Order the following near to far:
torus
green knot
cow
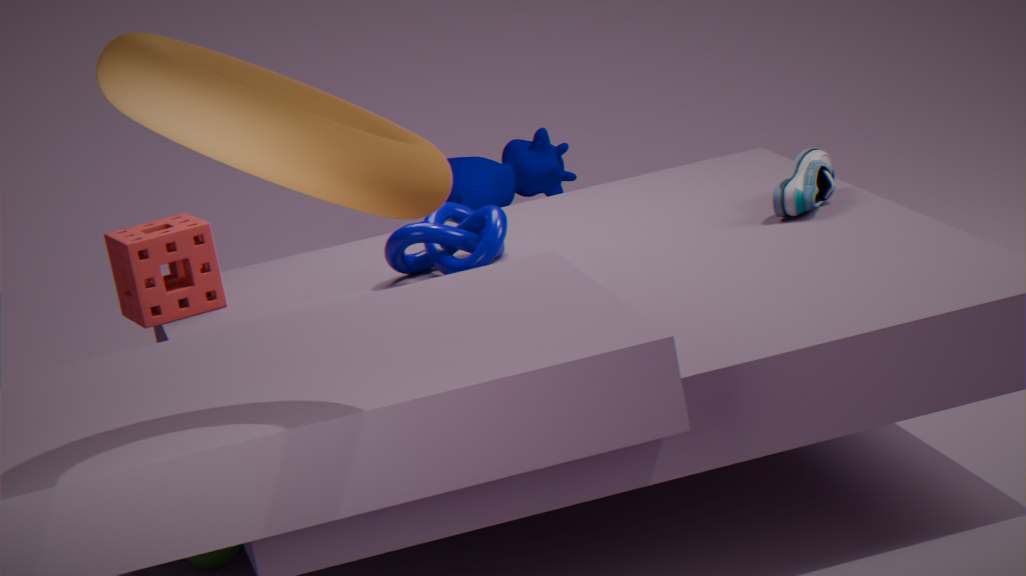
torus
green knot
cow
